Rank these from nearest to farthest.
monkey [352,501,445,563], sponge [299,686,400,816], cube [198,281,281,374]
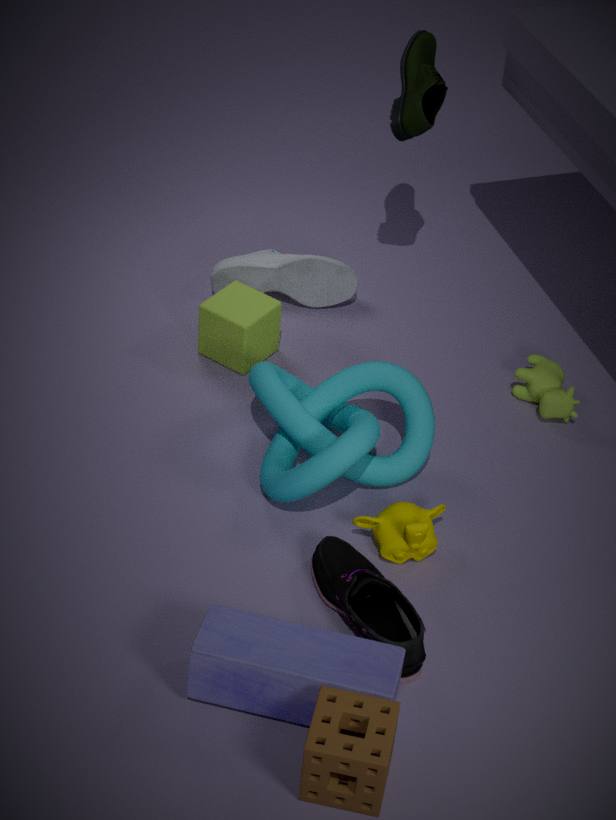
sponge [299,686,400,816] < monkey [352,501,445,563] < cube [198,281,281,374]
